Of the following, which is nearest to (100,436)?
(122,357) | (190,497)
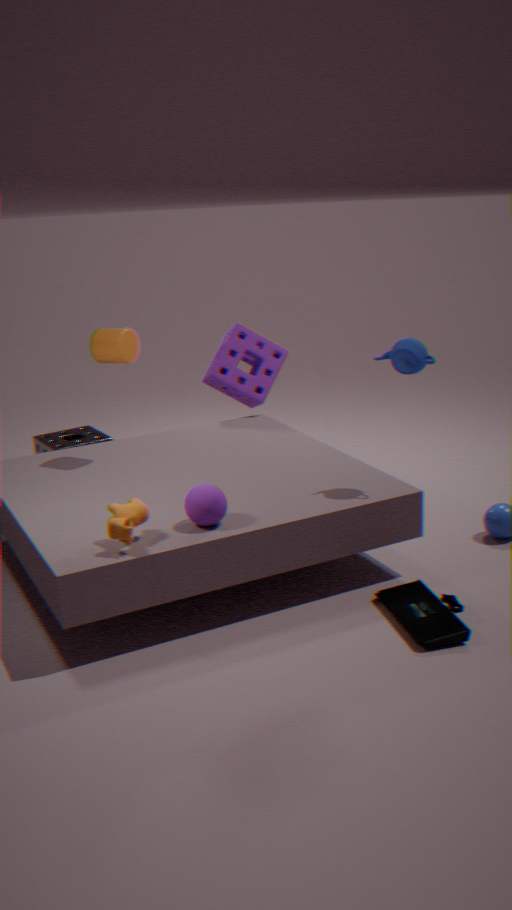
(122,357)
